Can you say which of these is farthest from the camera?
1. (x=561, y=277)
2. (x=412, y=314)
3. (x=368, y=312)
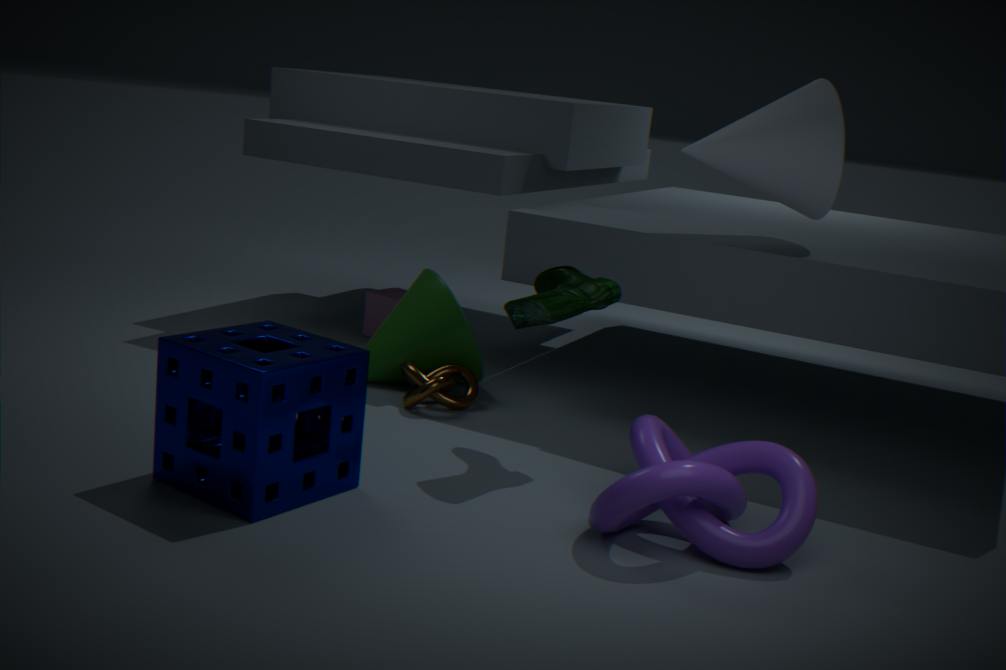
(x=368, y=312)
